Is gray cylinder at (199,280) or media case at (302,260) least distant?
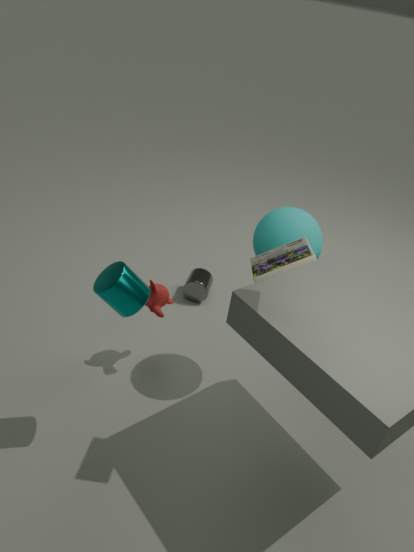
media case at (302,260)
